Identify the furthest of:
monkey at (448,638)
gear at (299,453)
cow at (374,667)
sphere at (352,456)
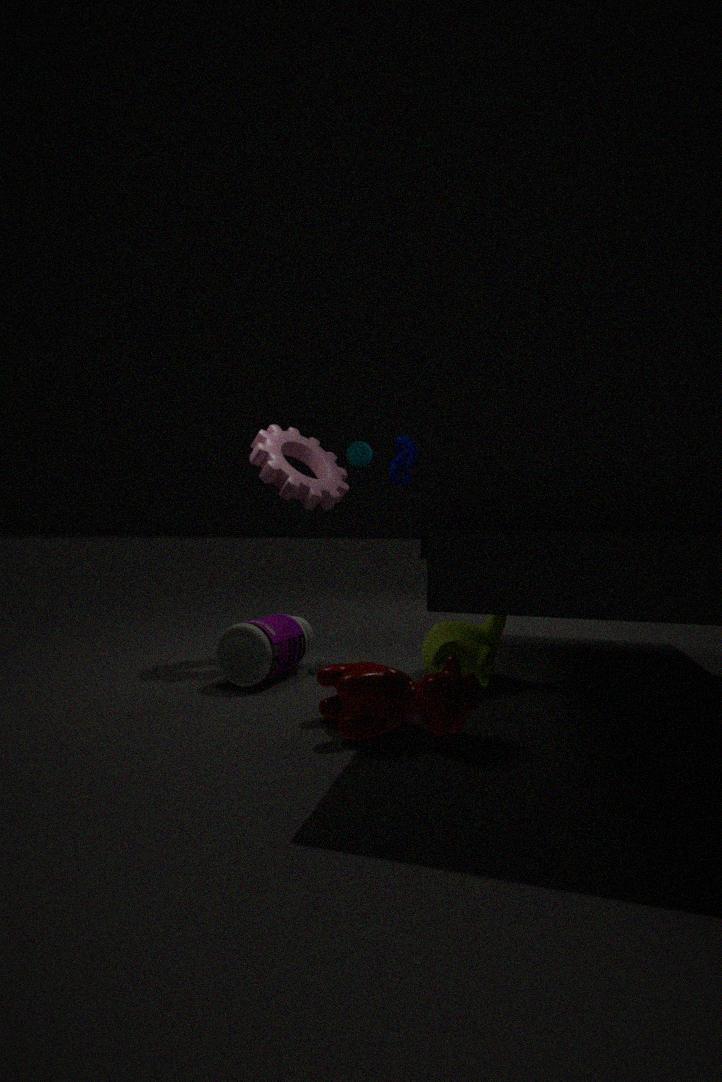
sphere at (352,456)
